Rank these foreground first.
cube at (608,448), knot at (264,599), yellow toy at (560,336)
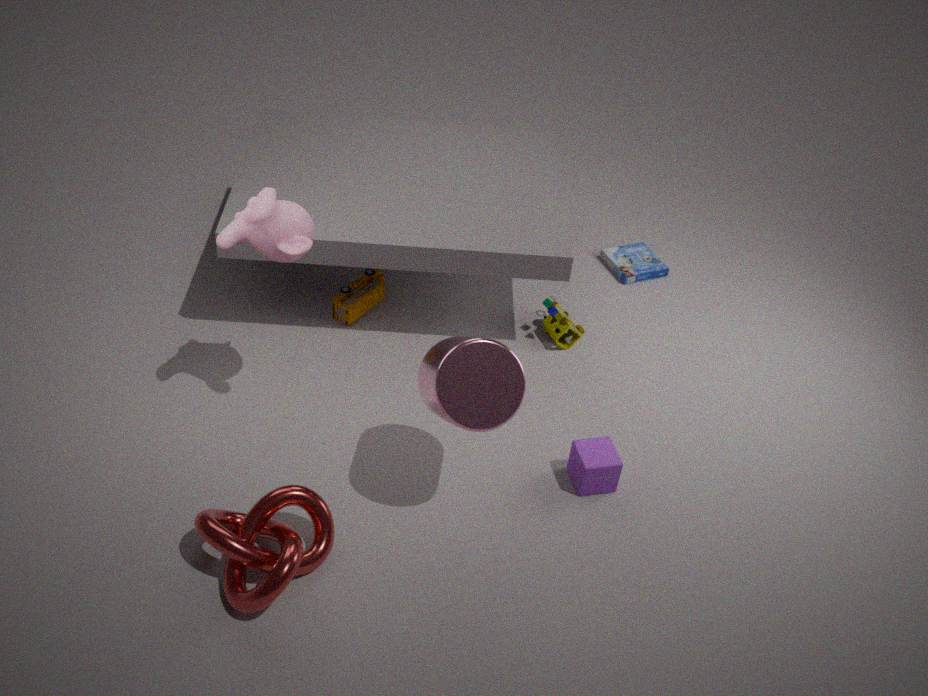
knot at (264,599), cube at (608,448), yellow toy at (560,336)
